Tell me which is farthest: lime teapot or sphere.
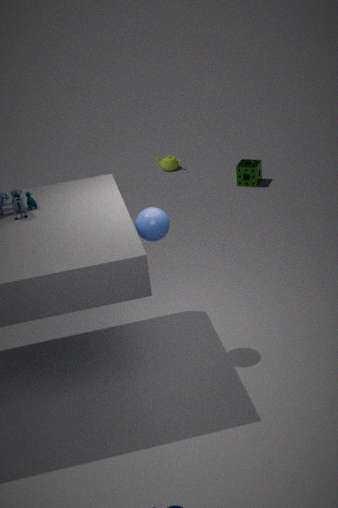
lime teapot
